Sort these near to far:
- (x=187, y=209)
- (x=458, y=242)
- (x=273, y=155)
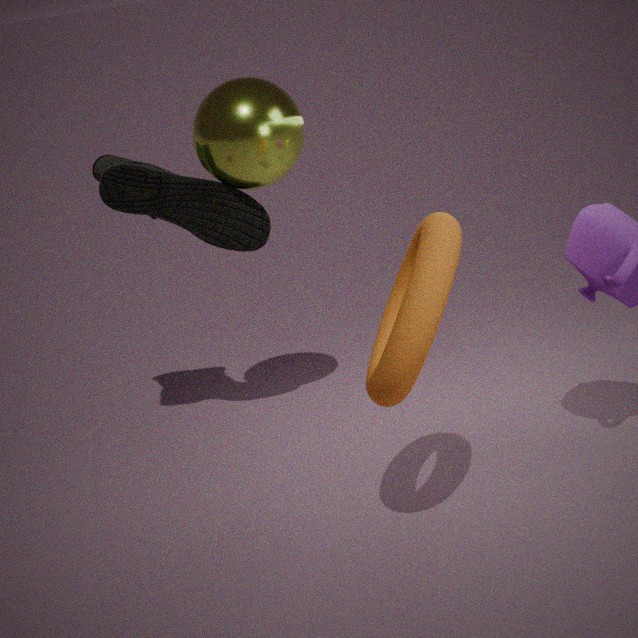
(x=458, y=242)
(x=273, y=155)
(x=187, y=209)
